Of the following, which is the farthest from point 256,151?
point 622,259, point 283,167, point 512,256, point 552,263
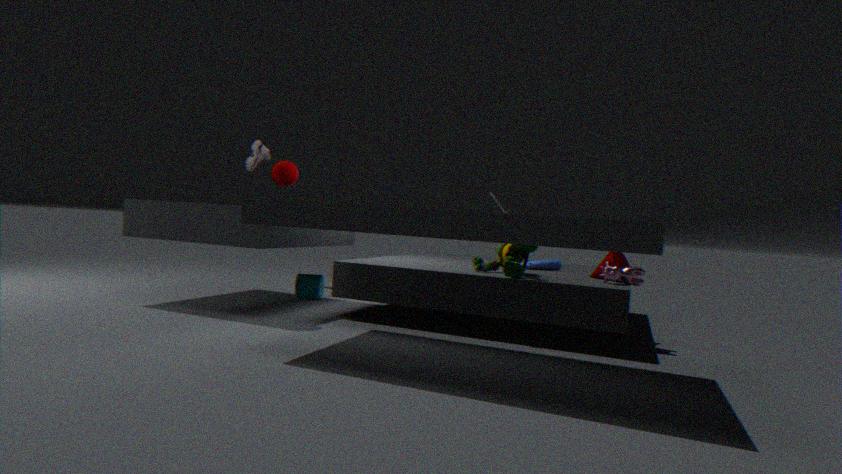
point 622,259
